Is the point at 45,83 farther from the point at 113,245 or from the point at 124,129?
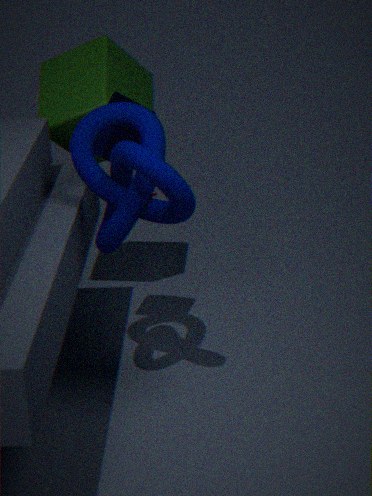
the point at 113,245
